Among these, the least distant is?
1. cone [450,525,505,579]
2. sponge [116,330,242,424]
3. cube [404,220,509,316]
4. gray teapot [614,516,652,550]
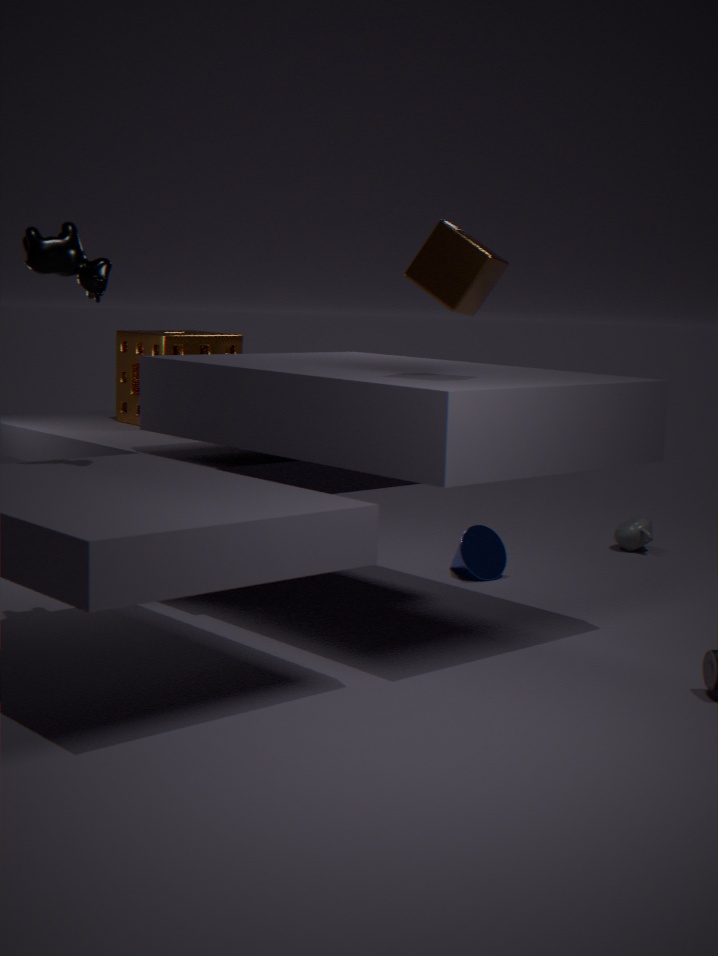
cube [404,220,509,316]
